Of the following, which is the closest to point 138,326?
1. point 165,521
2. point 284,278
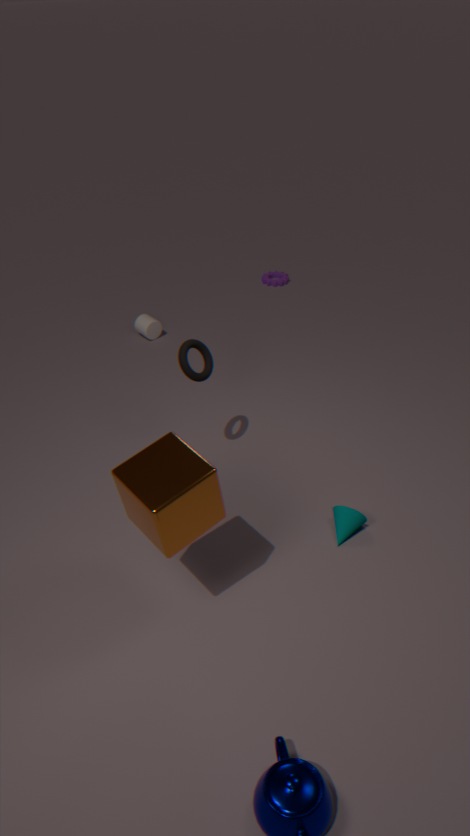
point 284,278
